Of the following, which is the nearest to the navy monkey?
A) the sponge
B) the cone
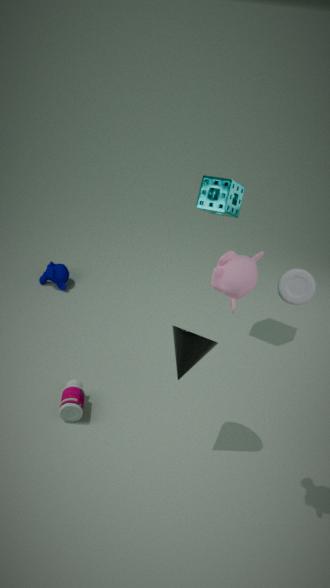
the sponge
